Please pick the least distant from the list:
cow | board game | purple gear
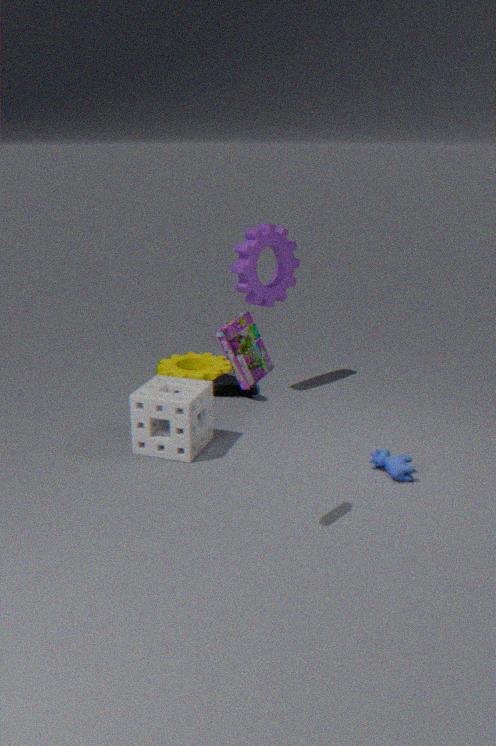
board game
